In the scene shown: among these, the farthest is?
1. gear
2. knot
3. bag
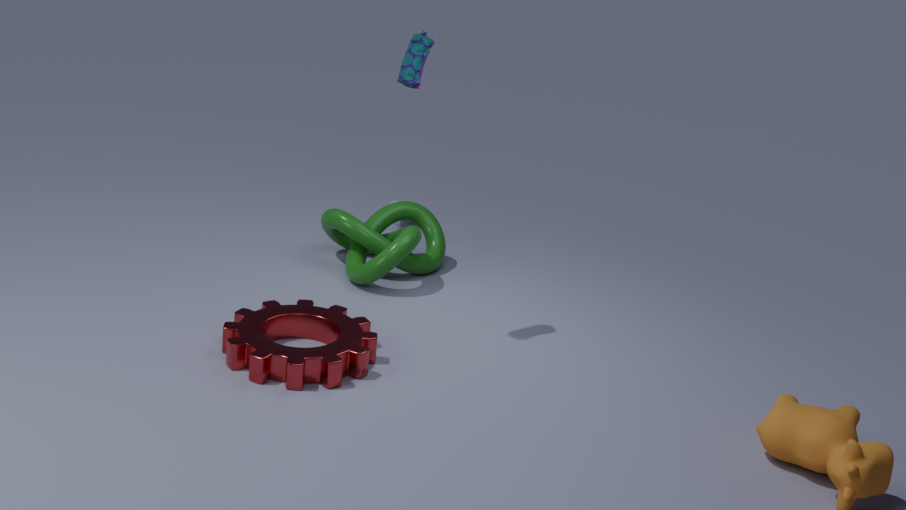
knot
